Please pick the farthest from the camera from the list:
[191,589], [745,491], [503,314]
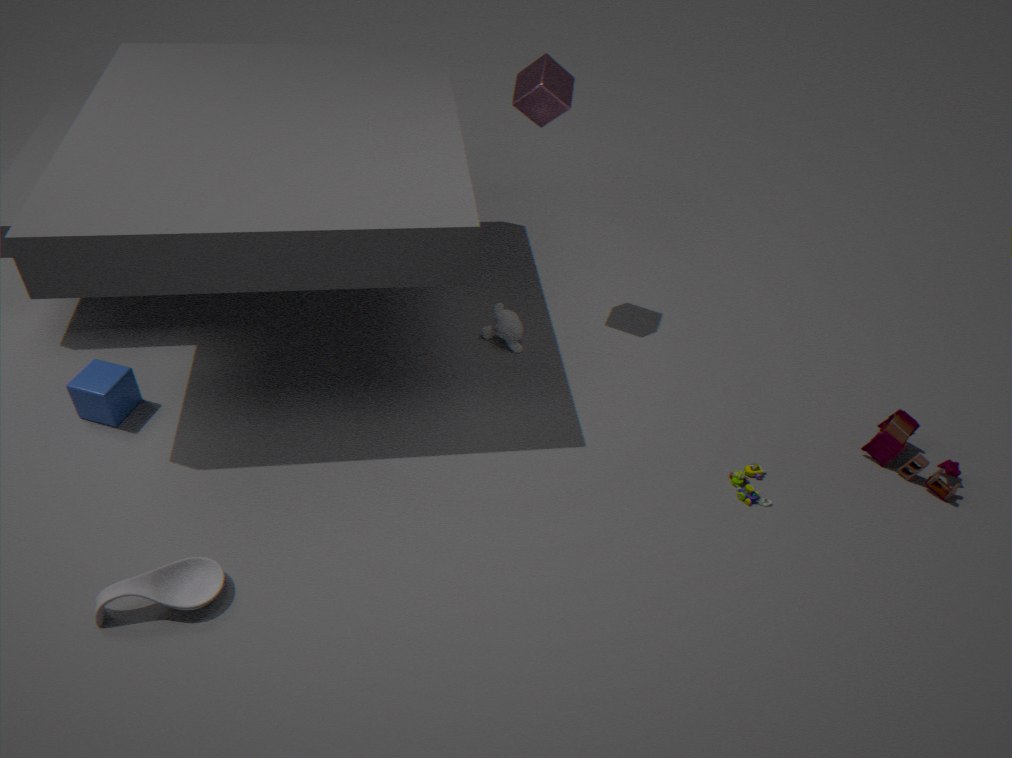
[503,314]
